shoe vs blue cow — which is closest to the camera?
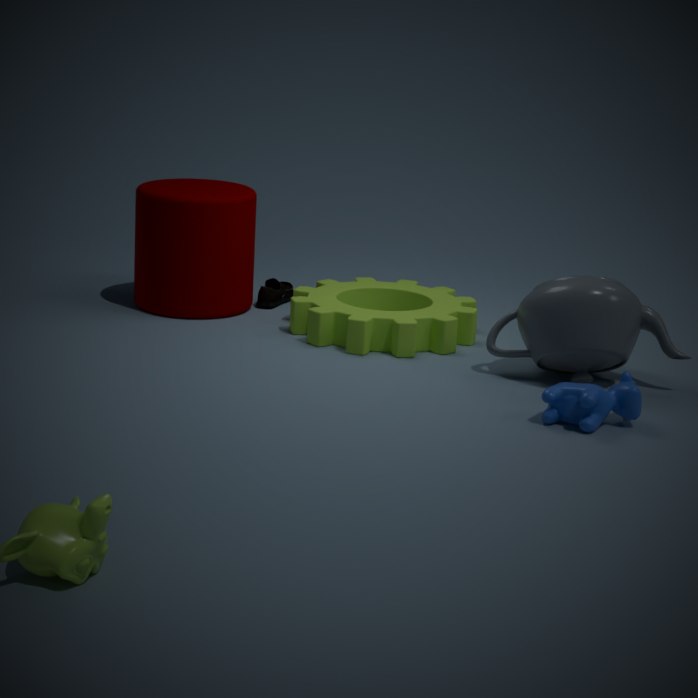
blue cow
